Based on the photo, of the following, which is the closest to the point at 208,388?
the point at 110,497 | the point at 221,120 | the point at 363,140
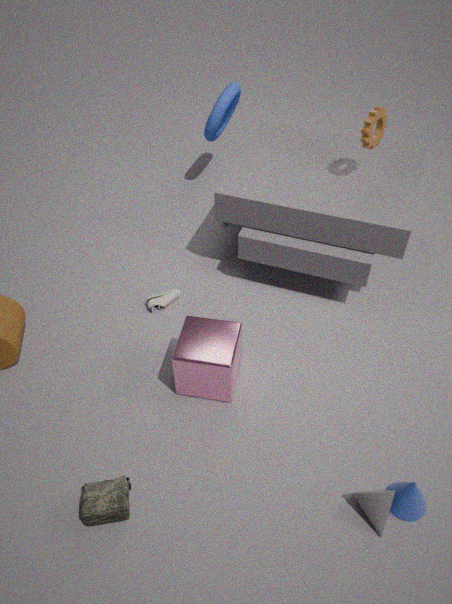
the point at 110,497
